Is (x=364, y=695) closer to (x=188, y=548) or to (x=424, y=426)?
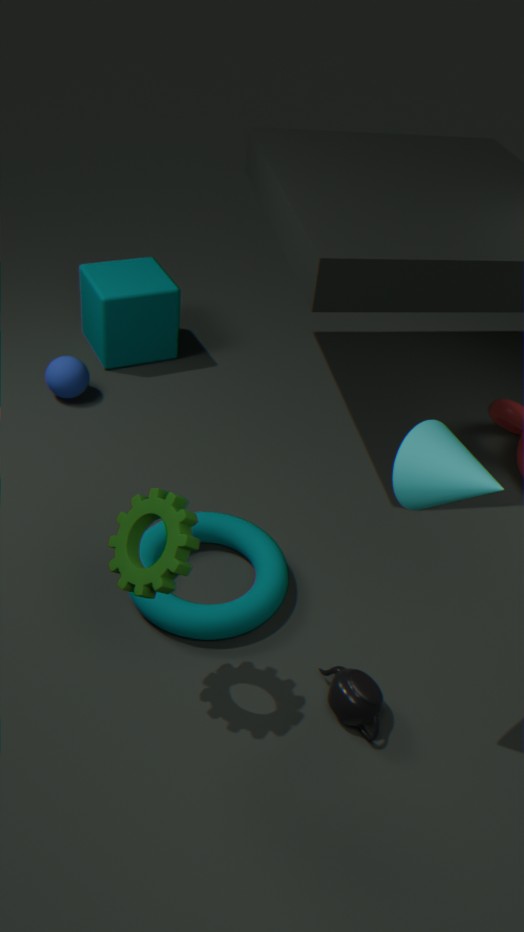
(x=188, y=548)
